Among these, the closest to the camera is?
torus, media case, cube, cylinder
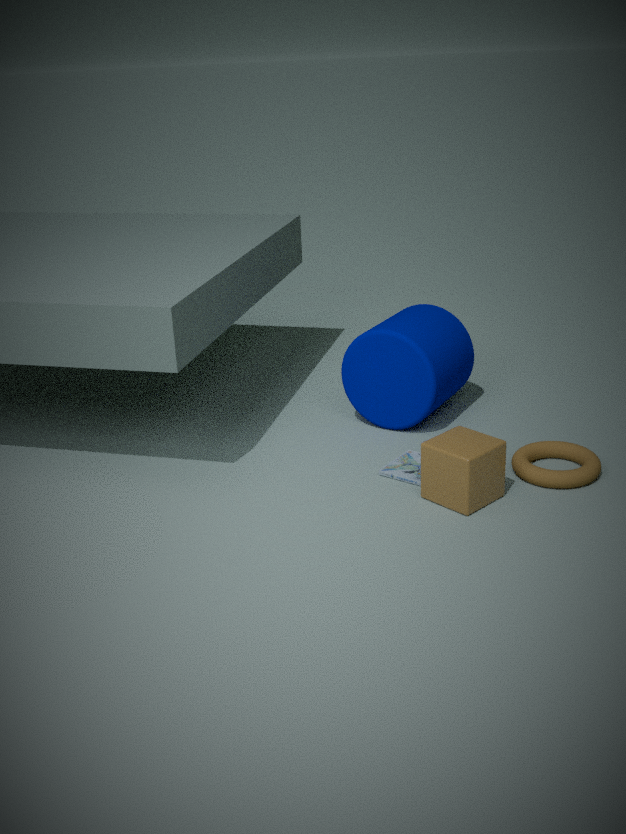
cube
